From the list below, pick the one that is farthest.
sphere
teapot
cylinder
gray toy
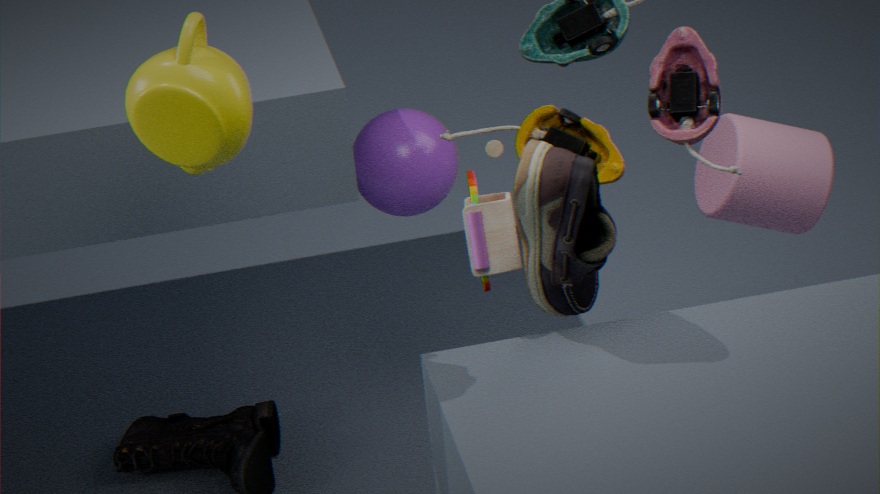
cylinder
